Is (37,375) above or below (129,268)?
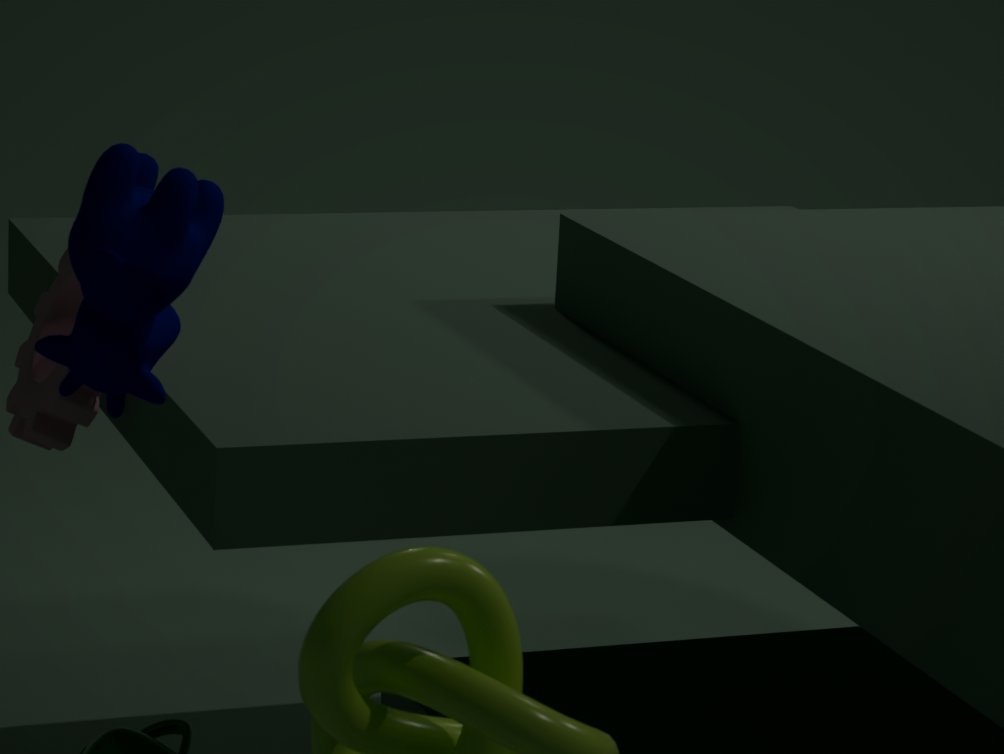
below
